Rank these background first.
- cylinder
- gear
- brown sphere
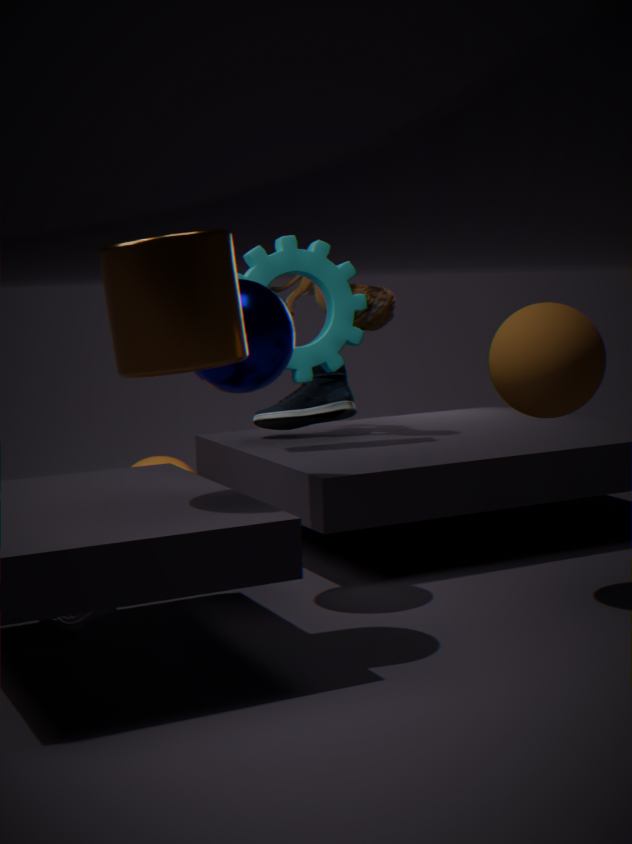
gear < brown sphere < cylinder
